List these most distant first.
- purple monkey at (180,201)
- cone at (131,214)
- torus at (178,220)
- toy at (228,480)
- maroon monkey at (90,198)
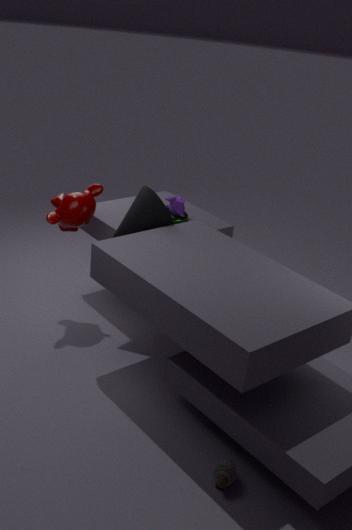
purple monkey at (180,201) → torus at (178,220) → maroon monkey at (90,198) → cone at (131,214) → toy at (228,480)
